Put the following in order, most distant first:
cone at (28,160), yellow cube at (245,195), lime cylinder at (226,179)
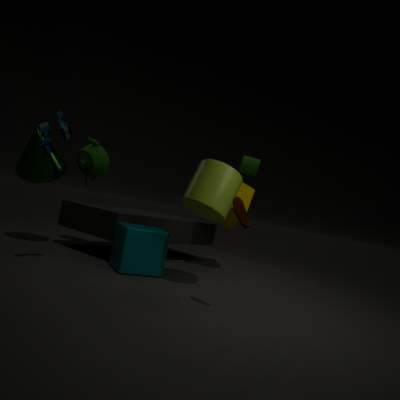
yellow cube at (245,195), cone at (28,160), lime cylinder at (226,179)
